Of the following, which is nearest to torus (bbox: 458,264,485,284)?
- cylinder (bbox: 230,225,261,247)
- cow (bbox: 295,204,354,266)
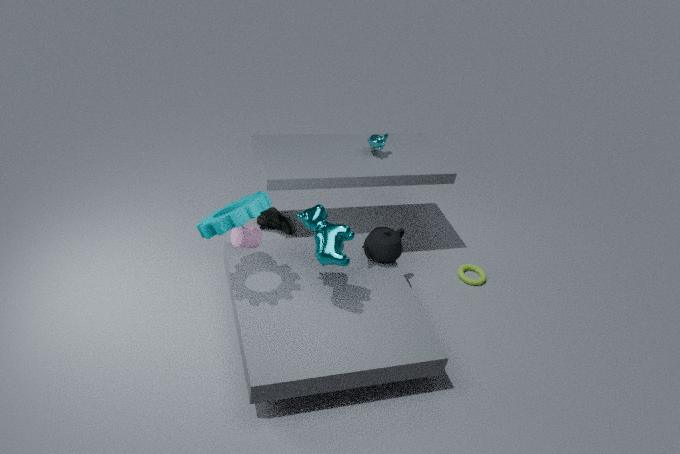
cow (bbox: 295,204,354,266)
